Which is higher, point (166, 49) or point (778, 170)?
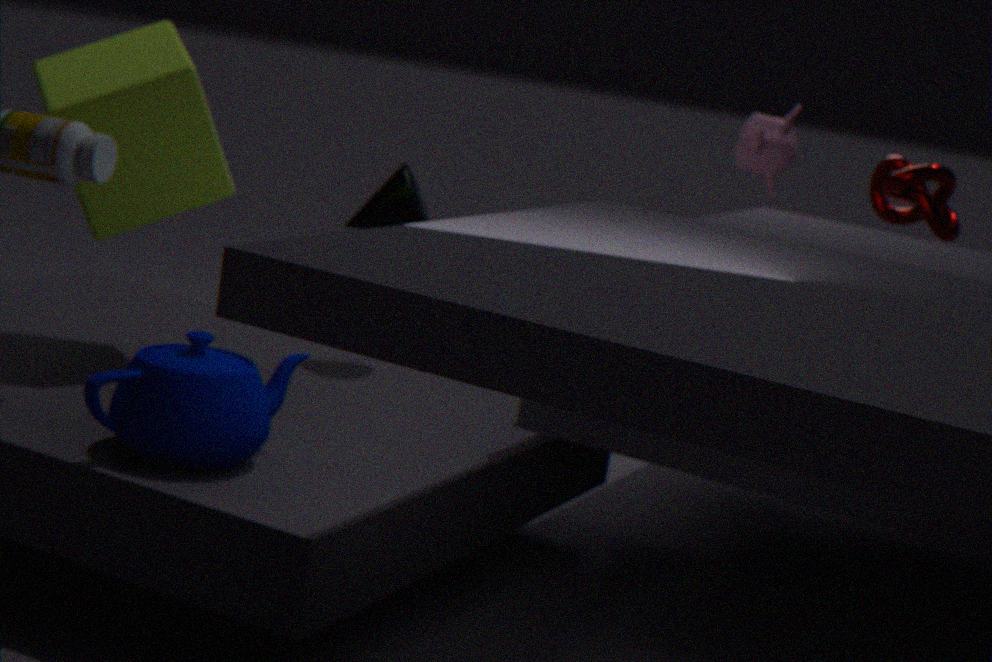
point (778, 170)
